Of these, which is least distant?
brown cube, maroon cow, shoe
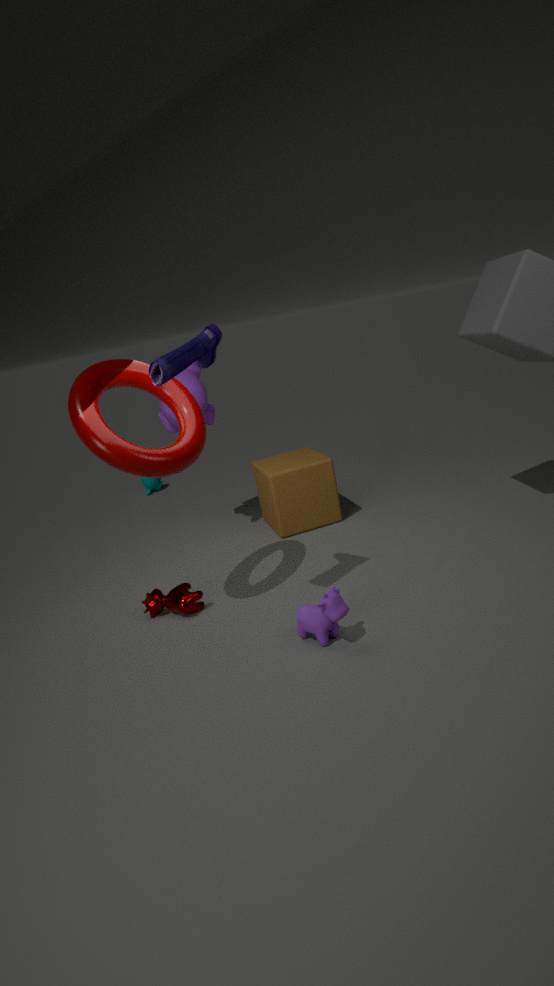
shoe
